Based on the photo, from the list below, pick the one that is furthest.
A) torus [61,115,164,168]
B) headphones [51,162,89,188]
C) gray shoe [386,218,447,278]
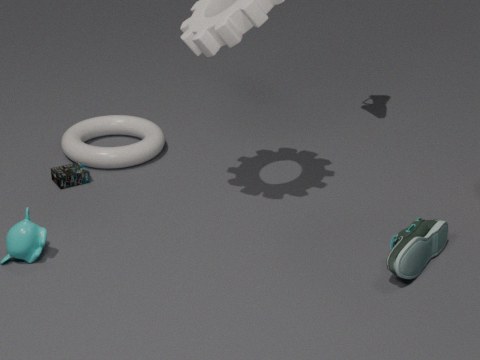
torus [61,115,164,168]
